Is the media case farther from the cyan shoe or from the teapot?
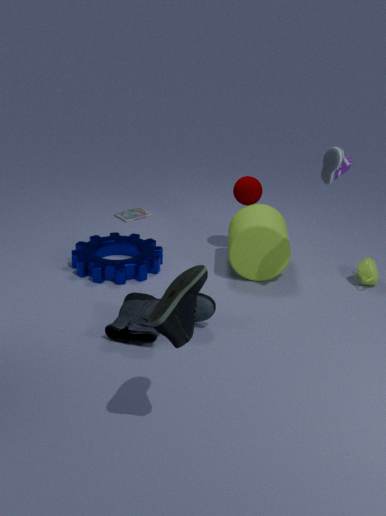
the cyan shoe
